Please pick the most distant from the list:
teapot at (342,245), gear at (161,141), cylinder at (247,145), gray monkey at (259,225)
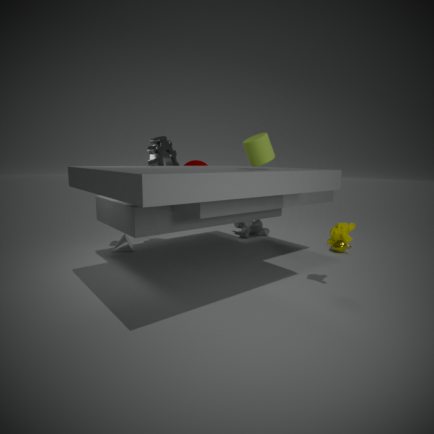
gray monkey at (259,225)
